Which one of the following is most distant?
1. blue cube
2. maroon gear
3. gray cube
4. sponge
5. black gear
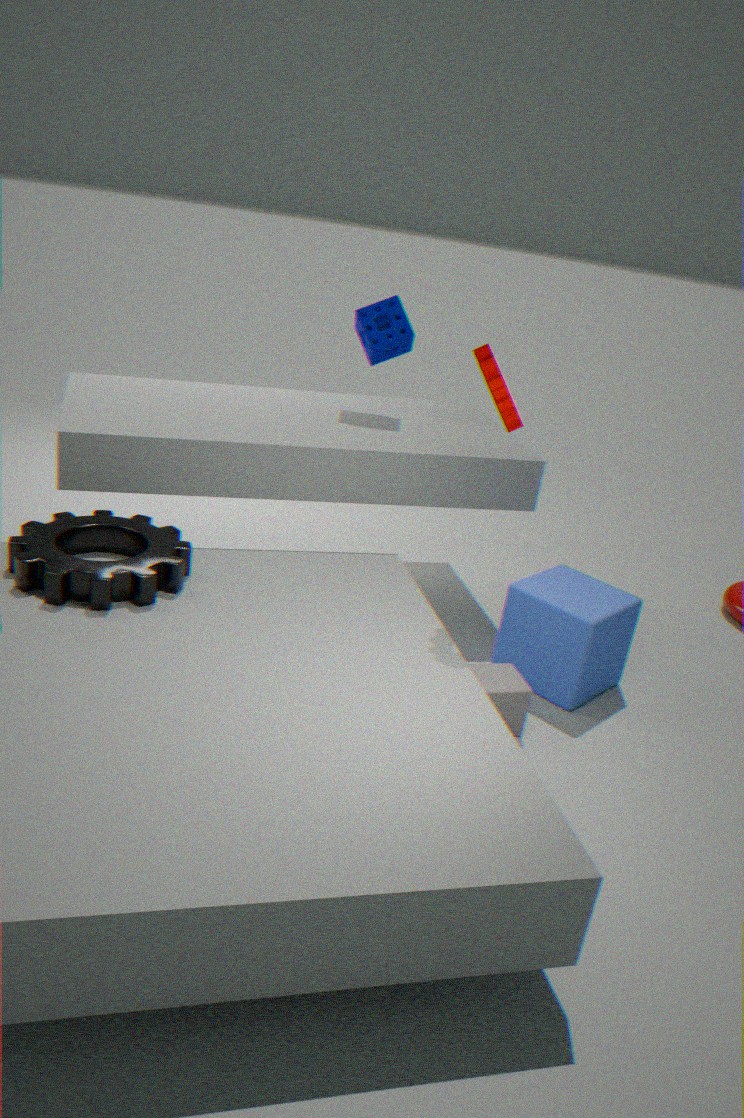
sponge
